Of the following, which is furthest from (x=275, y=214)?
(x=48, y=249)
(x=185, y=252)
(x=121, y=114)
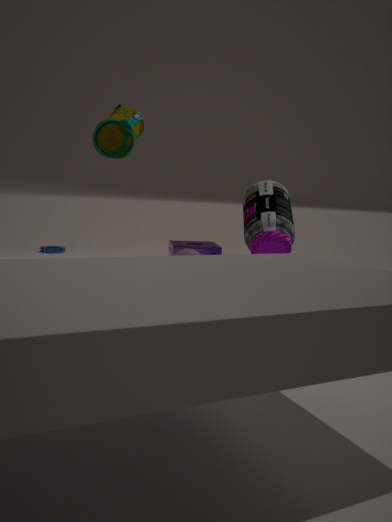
(x=48, y=249)
